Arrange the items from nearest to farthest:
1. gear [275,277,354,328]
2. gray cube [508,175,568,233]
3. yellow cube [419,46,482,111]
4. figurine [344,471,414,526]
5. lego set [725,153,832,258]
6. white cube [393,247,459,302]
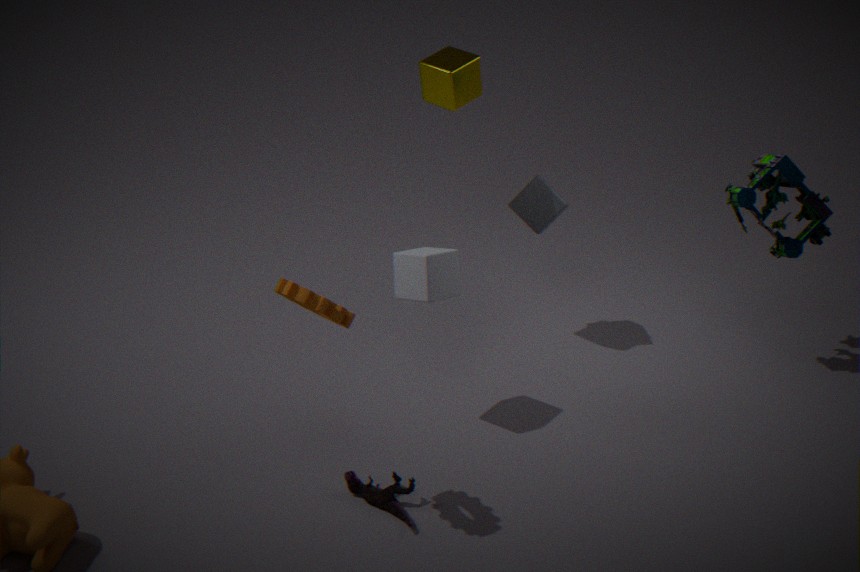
gear [275,277,354,328] → figurine [344,471,414,526] → white cube [393,247,459,302] → lego set [725,153,832,258] → yellow cube [419,46,482,111] → gray cube [508,175,568,233]
